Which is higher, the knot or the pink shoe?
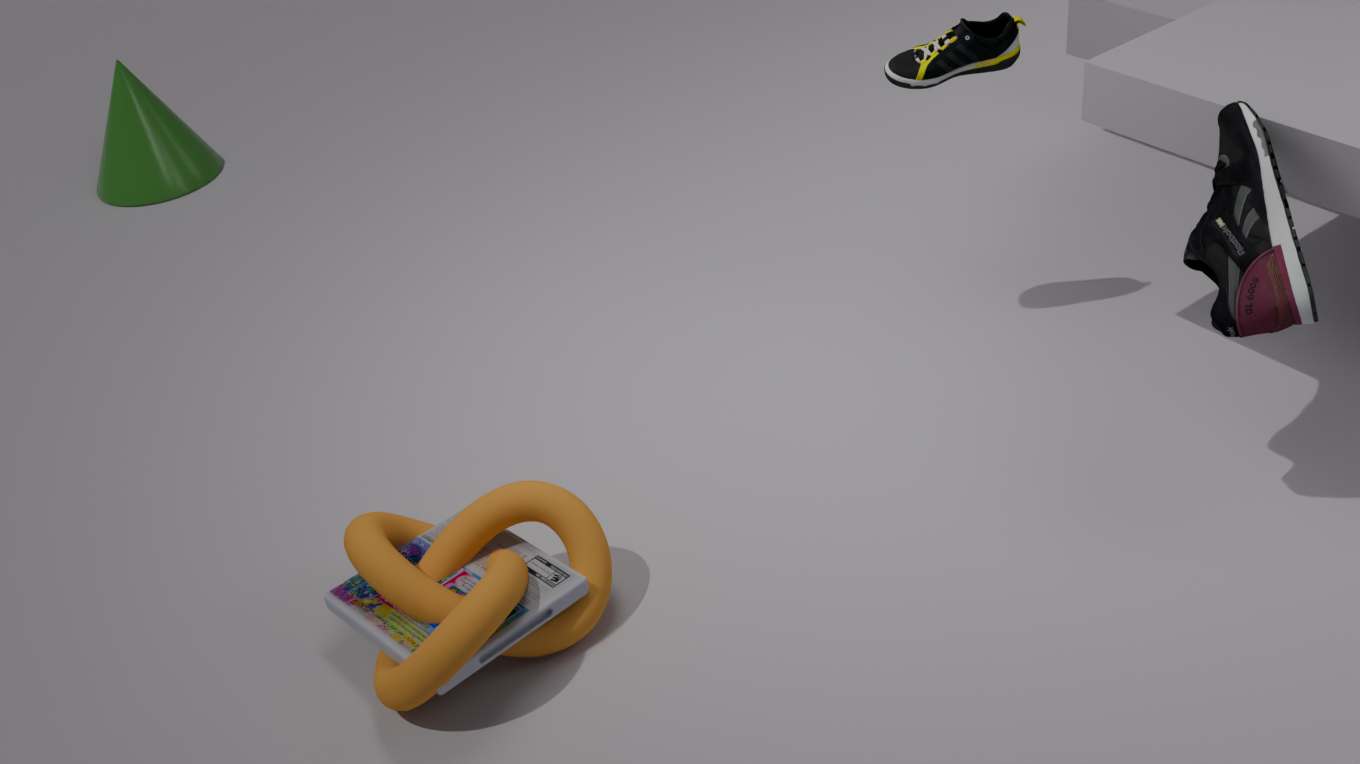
the pink shoe
